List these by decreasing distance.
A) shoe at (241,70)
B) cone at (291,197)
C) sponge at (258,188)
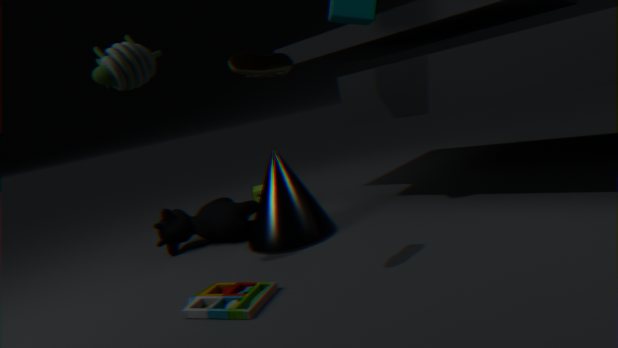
sponge at (258,188), cone at (291,197), shoe at (241,70)
